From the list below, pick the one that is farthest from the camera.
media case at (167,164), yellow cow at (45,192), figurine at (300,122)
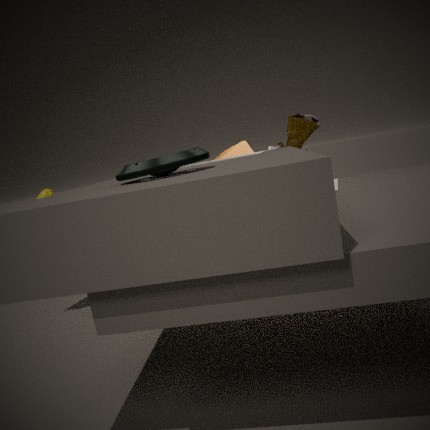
figurine at (300,122)
